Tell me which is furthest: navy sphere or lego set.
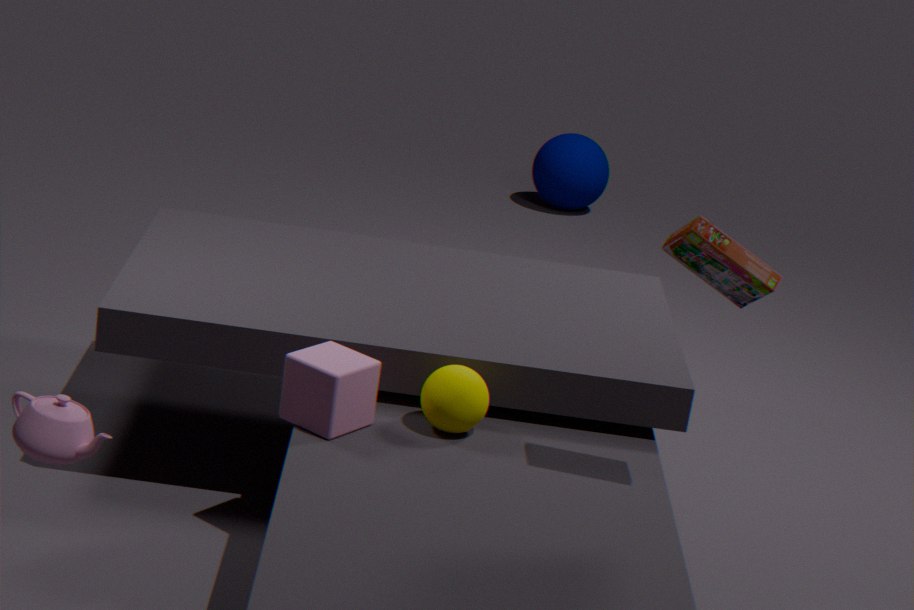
navy sphere
